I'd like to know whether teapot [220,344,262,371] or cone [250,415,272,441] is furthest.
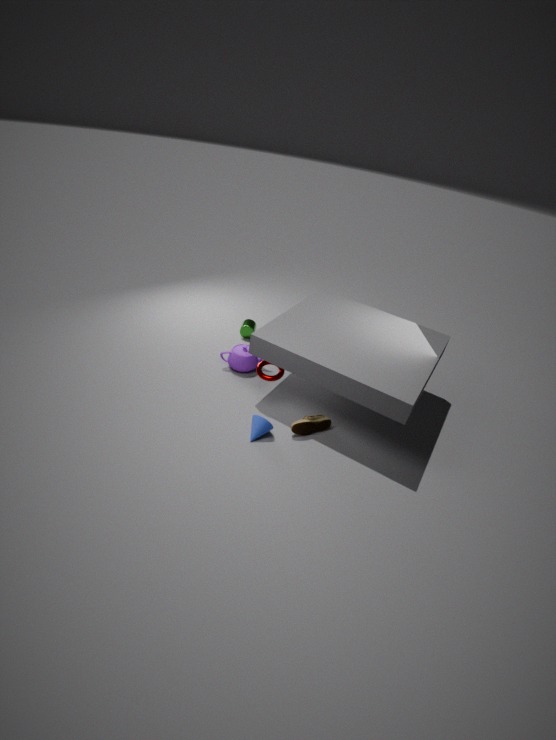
teapot [220,344,262,371]
